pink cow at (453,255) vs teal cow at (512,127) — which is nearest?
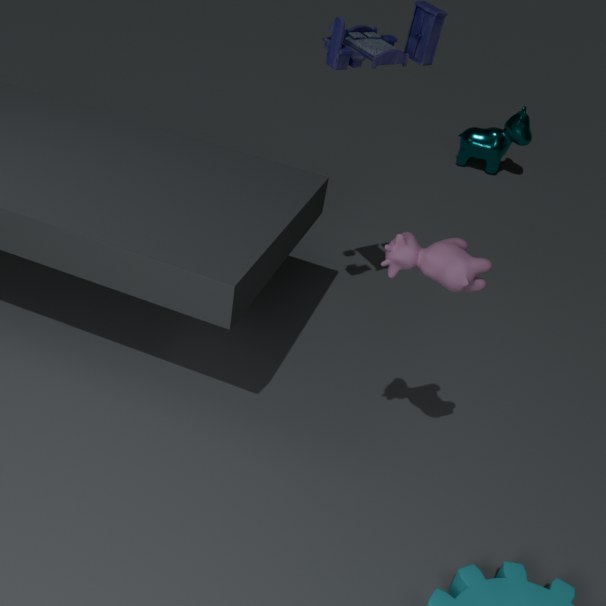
pink cow at (453,255)
